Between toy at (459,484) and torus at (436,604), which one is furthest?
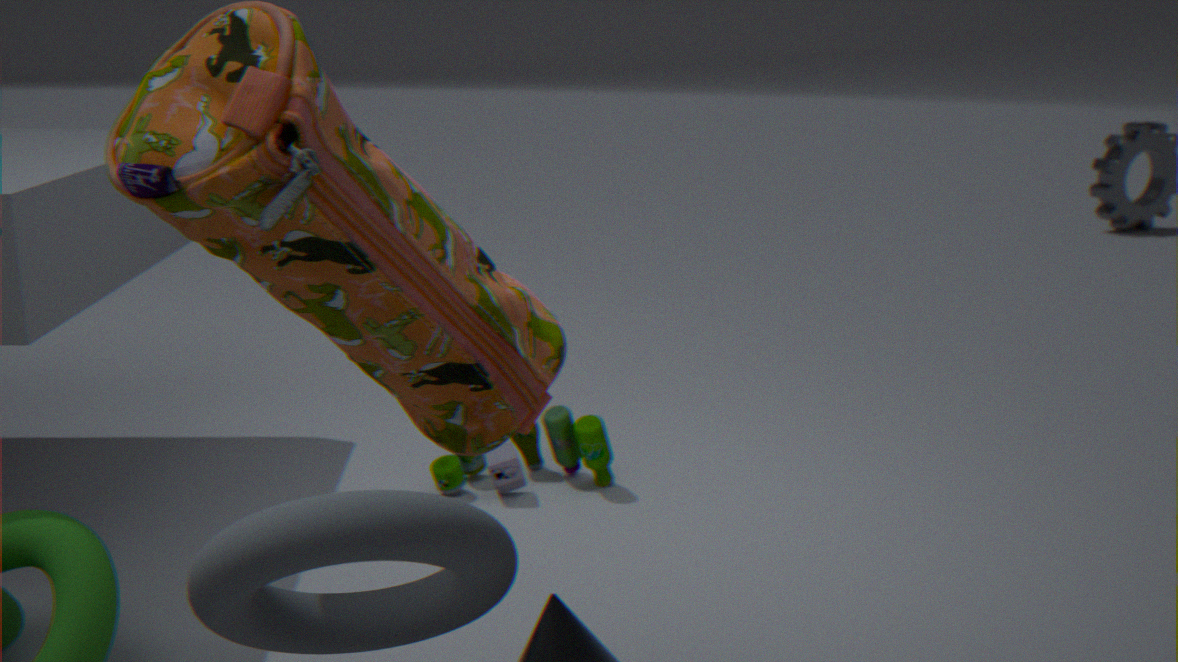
toy at (459,484)
